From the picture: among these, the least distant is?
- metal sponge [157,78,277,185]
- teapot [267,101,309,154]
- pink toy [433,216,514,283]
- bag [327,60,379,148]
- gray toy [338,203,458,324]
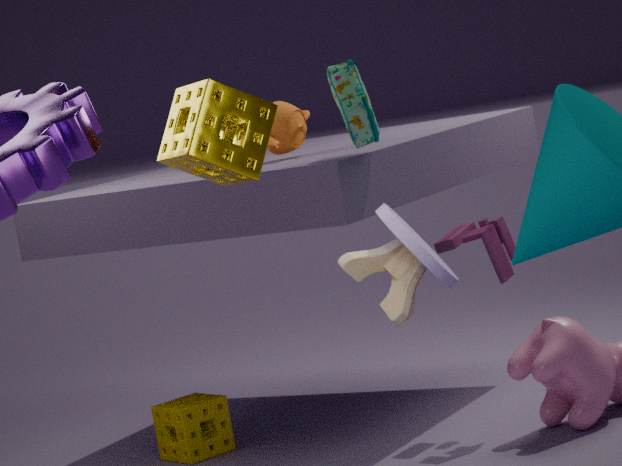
gray toy [338,203,458,324]
